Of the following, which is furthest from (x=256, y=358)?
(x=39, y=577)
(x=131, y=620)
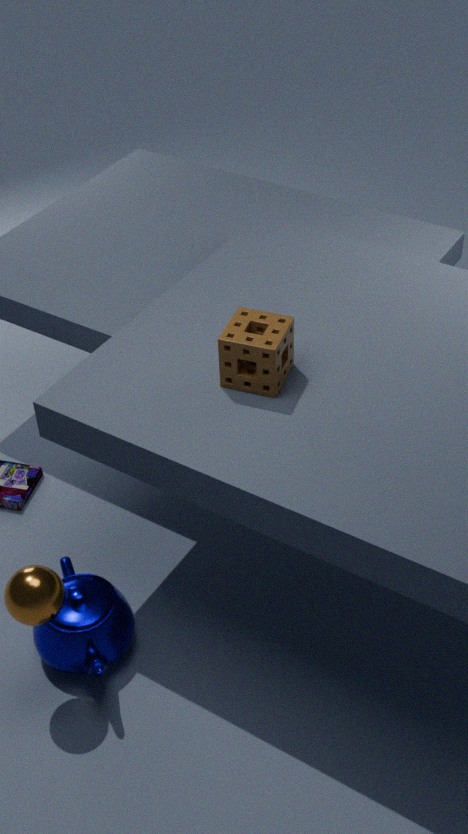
(x=131, y=620)
